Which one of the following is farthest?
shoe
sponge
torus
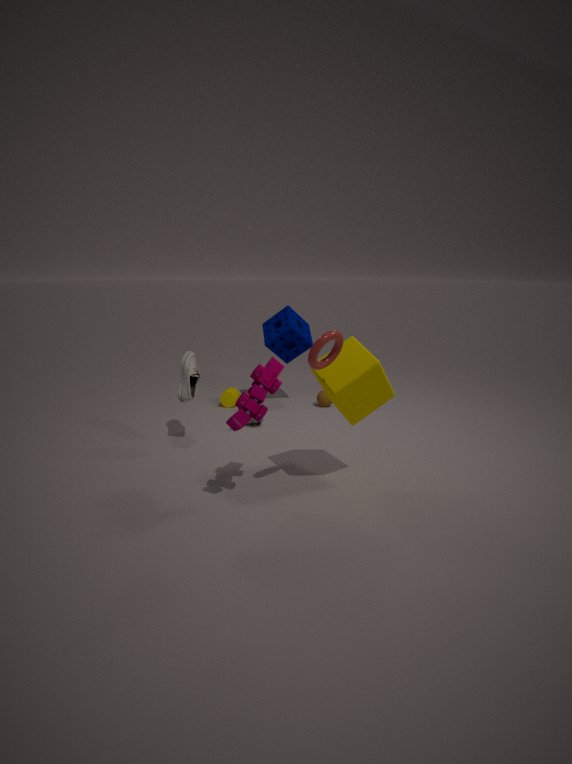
sponge
